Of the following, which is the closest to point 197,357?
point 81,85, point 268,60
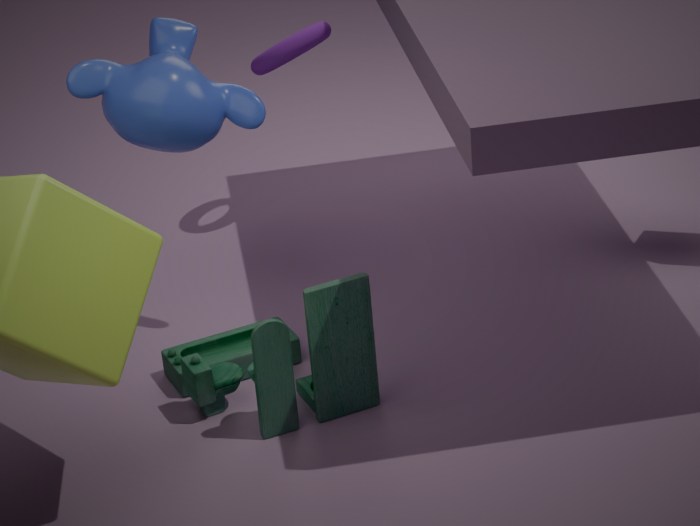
point 81,85
